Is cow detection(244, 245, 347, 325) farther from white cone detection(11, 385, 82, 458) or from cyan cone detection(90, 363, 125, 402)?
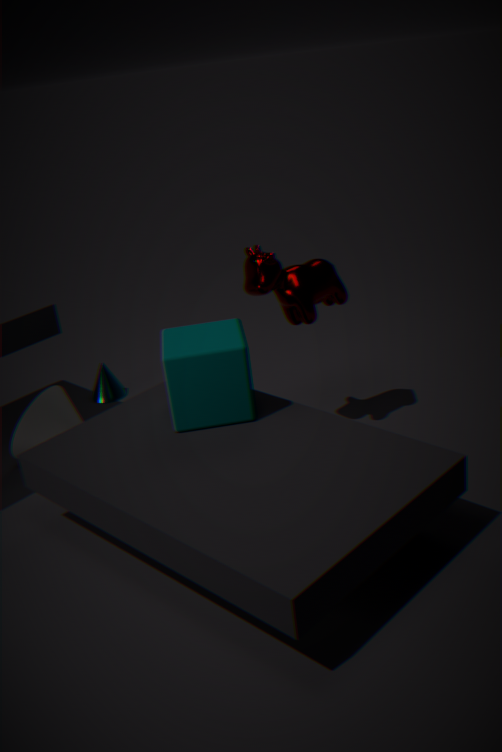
cyan cone detection(90, 363, 125, 402)
